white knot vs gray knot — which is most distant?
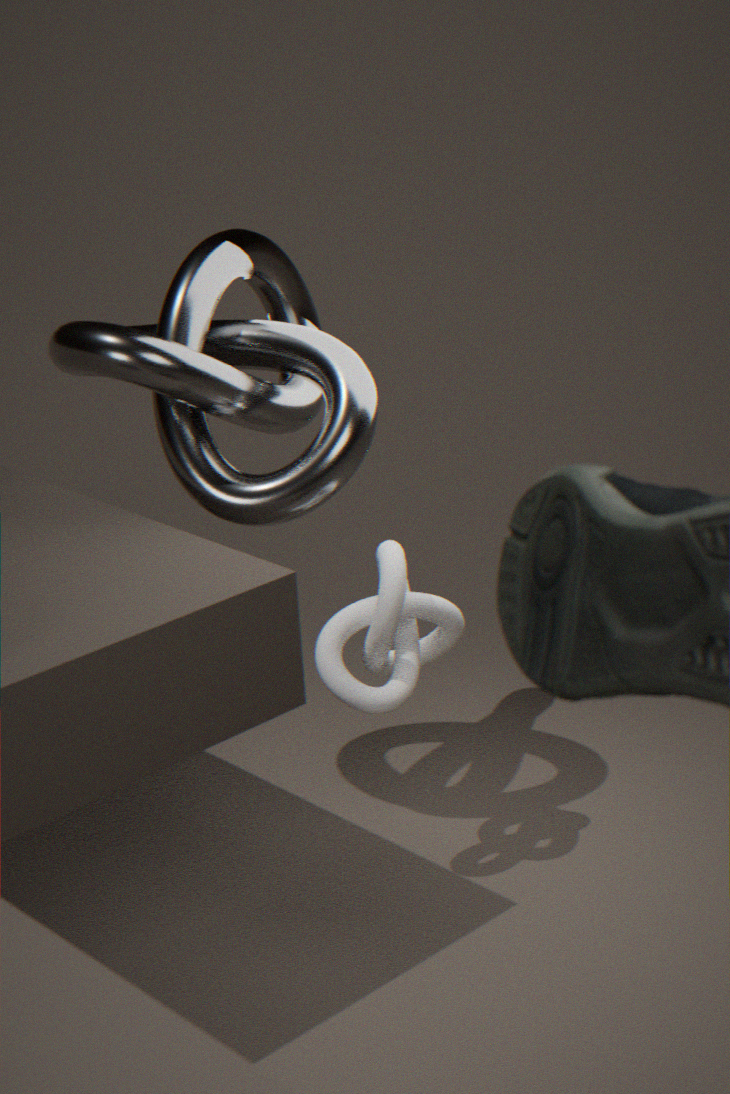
white knot
